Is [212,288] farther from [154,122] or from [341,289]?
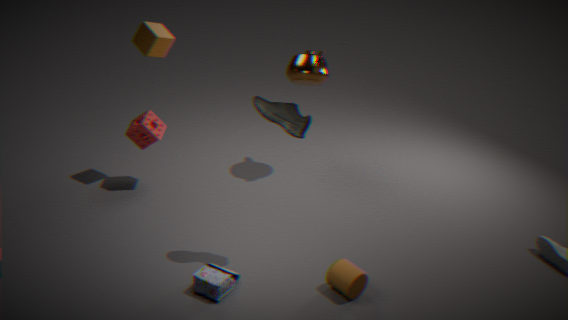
[154,122]
